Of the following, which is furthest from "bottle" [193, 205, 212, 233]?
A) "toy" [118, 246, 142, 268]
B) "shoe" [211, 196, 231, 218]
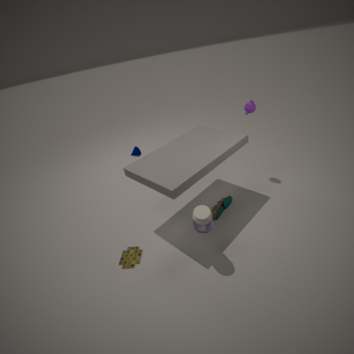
"toy" [118, 246, 142, 268]
